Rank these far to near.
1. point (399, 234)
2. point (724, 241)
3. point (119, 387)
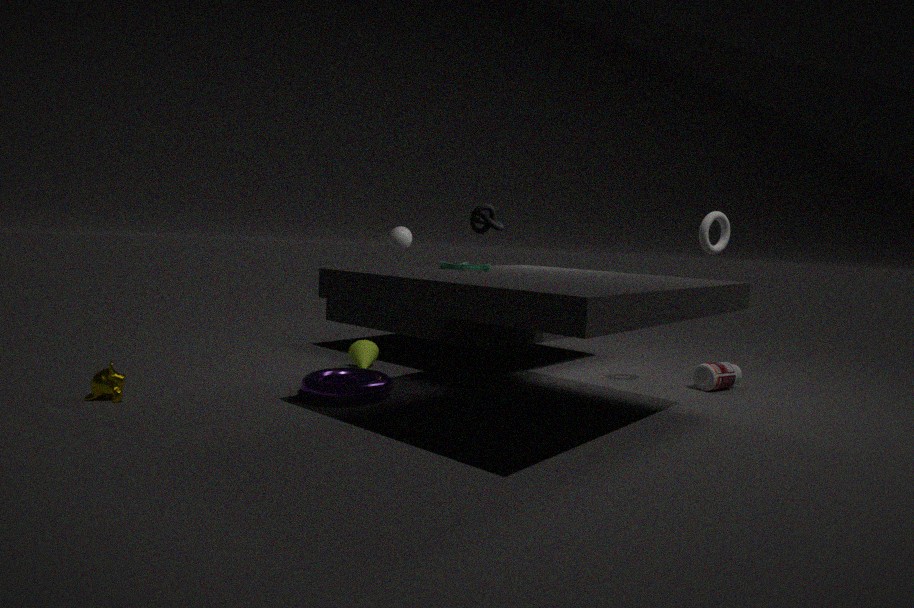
1. point (399, 234)
2. point (724, 241)
3. point (119, 387)
